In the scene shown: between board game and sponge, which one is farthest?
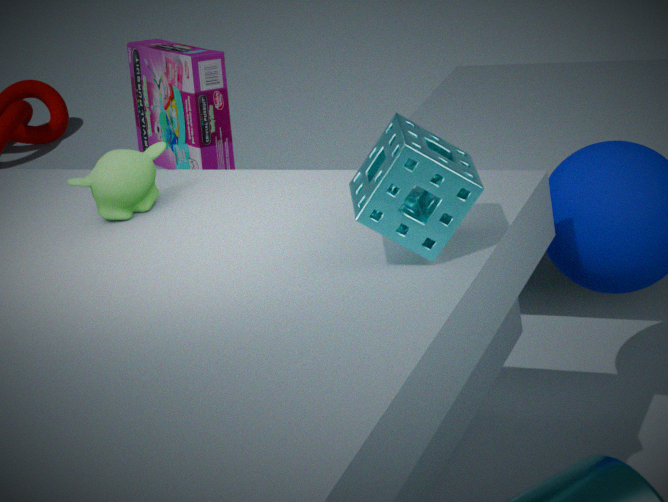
board game
